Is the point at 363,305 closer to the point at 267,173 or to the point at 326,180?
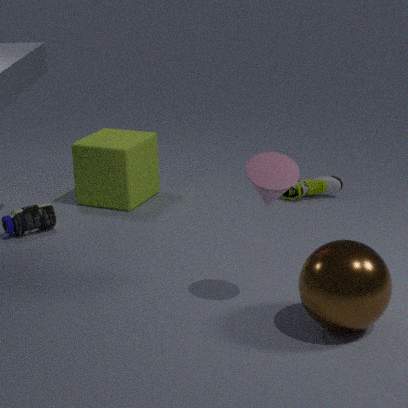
the point at 267,173
